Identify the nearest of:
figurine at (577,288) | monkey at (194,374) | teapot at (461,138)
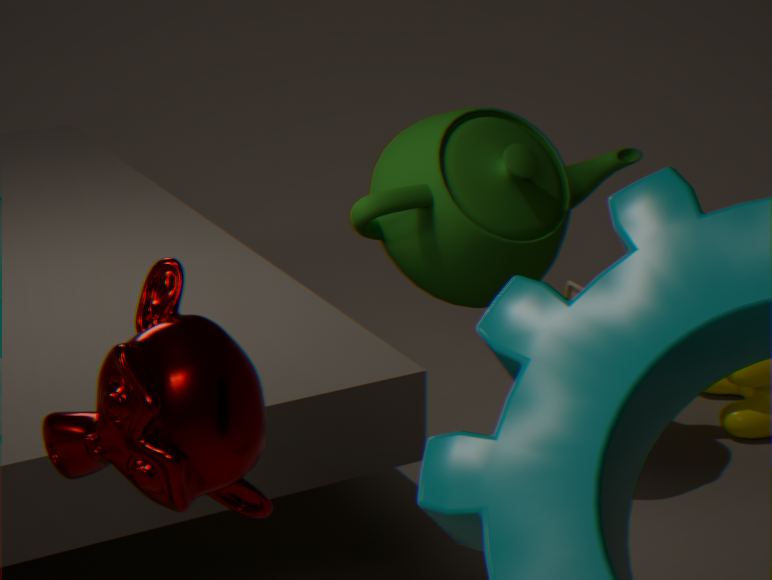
monkey at (194,374)
